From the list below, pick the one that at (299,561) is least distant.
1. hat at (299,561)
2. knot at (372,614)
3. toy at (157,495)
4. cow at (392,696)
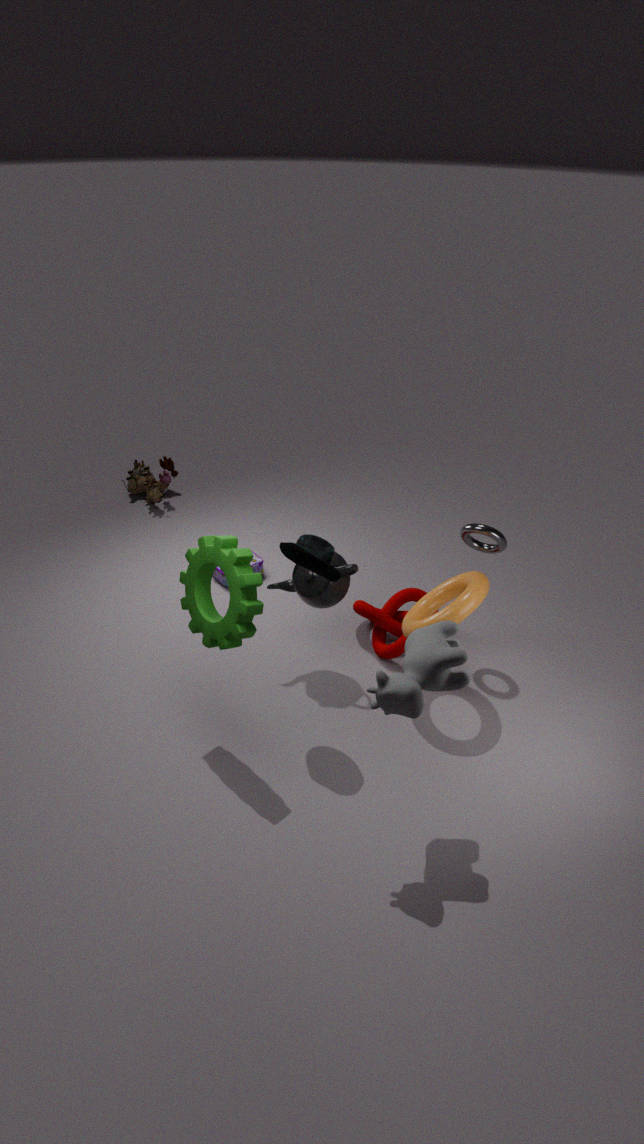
cow at (392,696)
